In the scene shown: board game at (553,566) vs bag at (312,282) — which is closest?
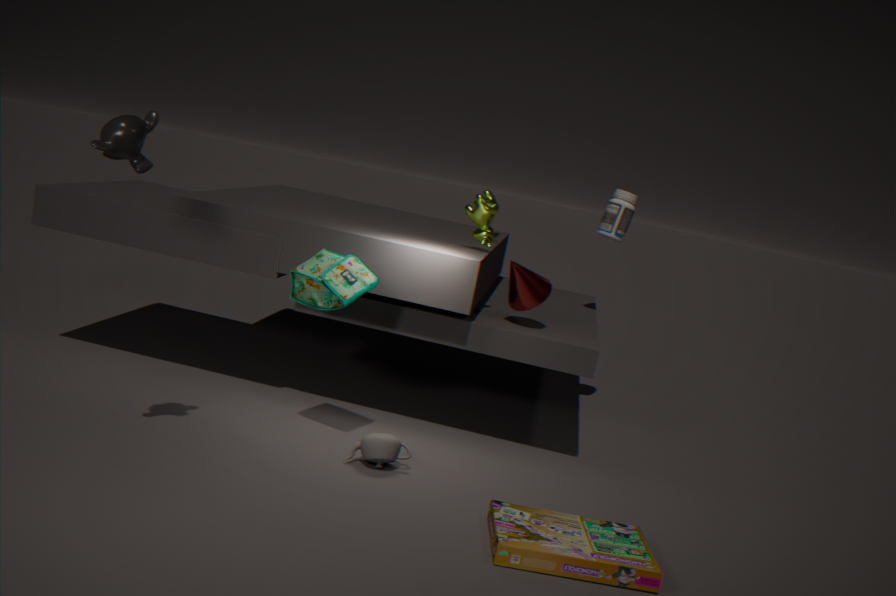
board game at (553,566)
